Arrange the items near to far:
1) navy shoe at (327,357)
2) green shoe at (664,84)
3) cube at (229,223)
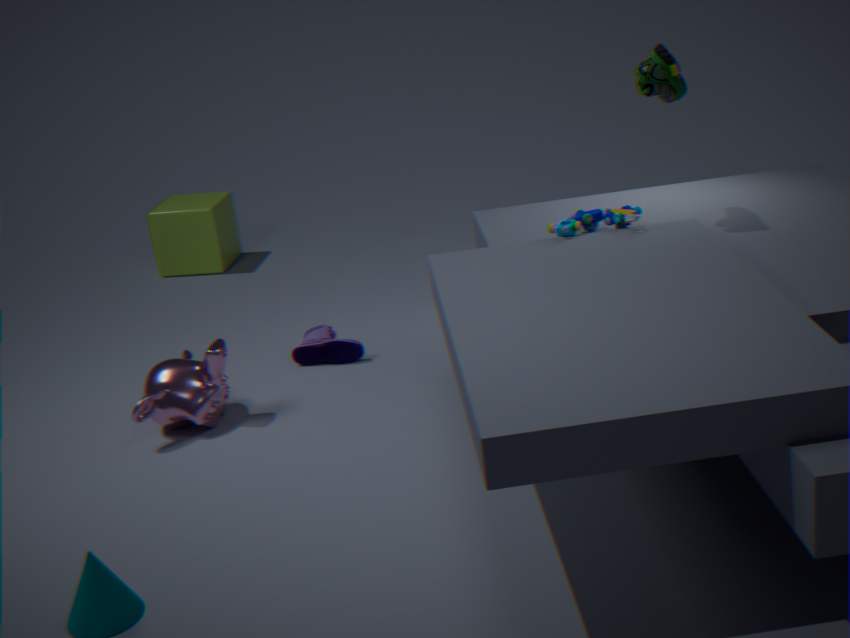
2. green shoe at (664,84)
1. navy shoe at (327,357)
3. cube at (229,223)
